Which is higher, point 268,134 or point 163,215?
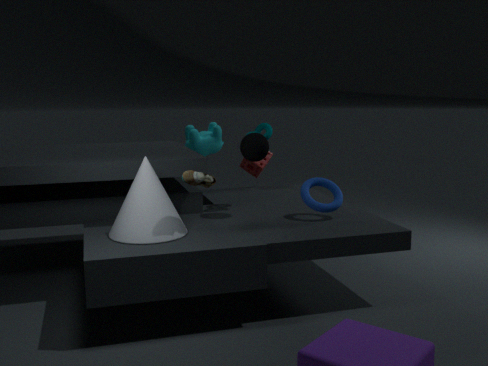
point 268,134
